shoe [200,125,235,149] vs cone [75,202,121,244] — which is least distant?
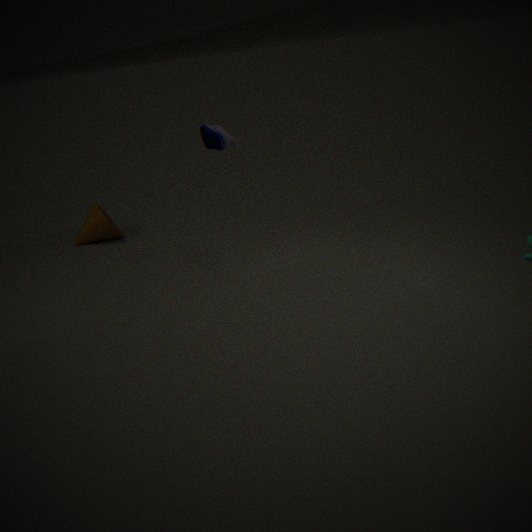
shoe [200,125,235,149]
